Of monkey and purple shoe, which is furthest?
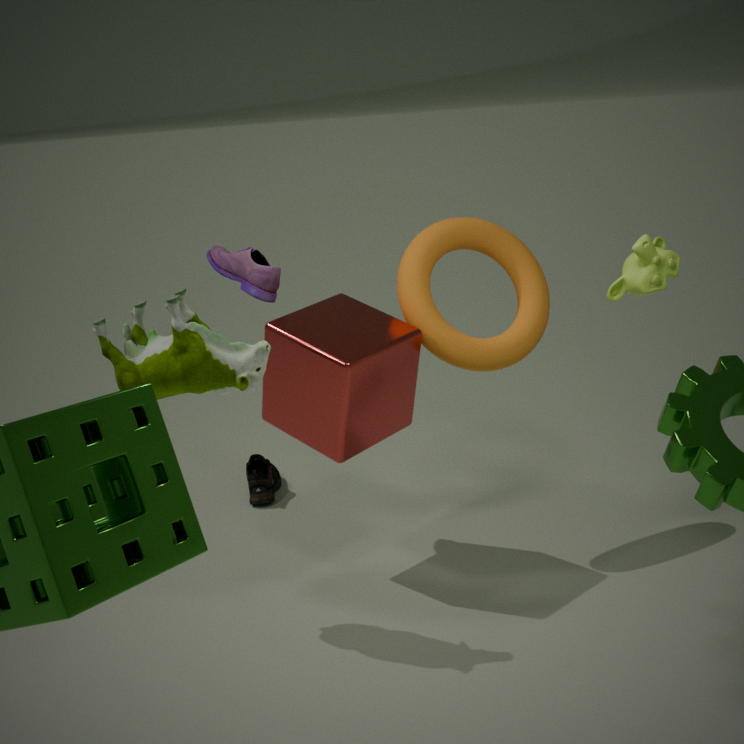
purple shoe
